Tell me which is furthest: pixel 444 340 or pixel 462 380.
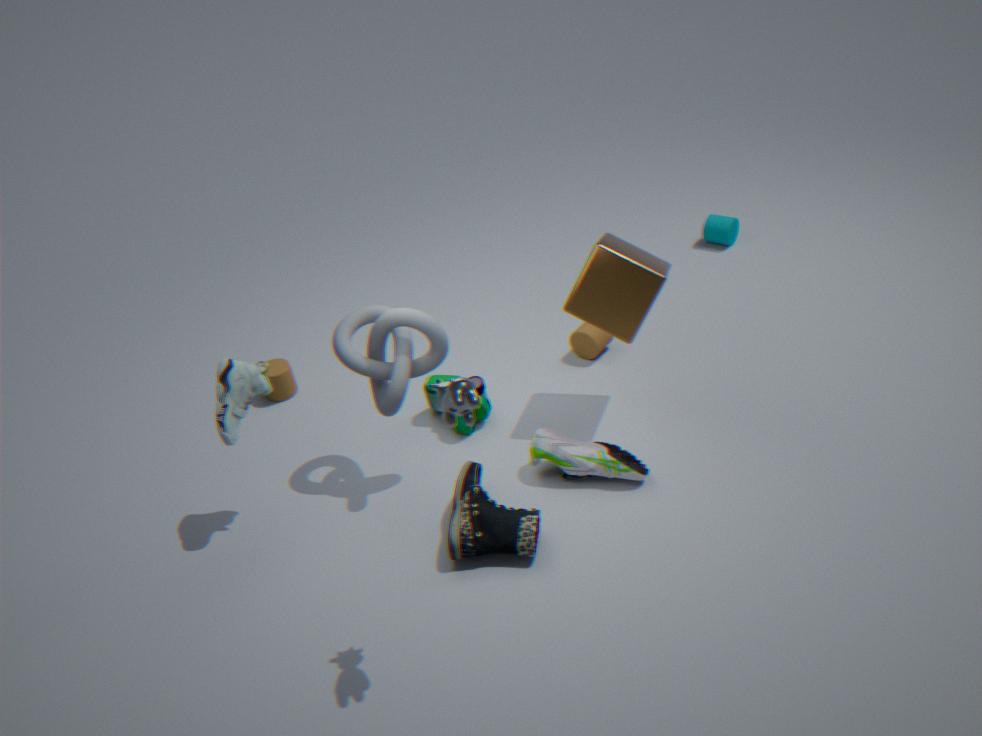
pixel 444 340
